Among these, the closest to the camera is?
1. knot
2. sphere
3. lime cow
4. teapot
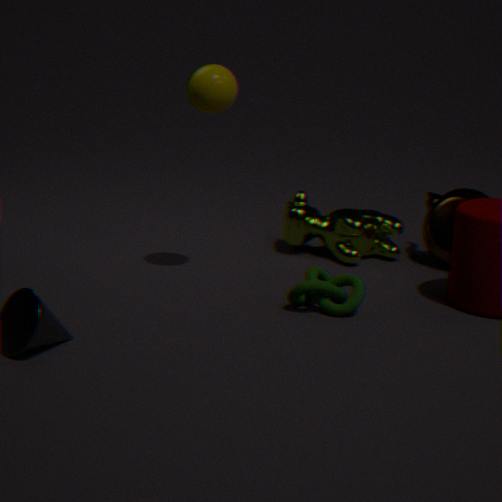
knot
